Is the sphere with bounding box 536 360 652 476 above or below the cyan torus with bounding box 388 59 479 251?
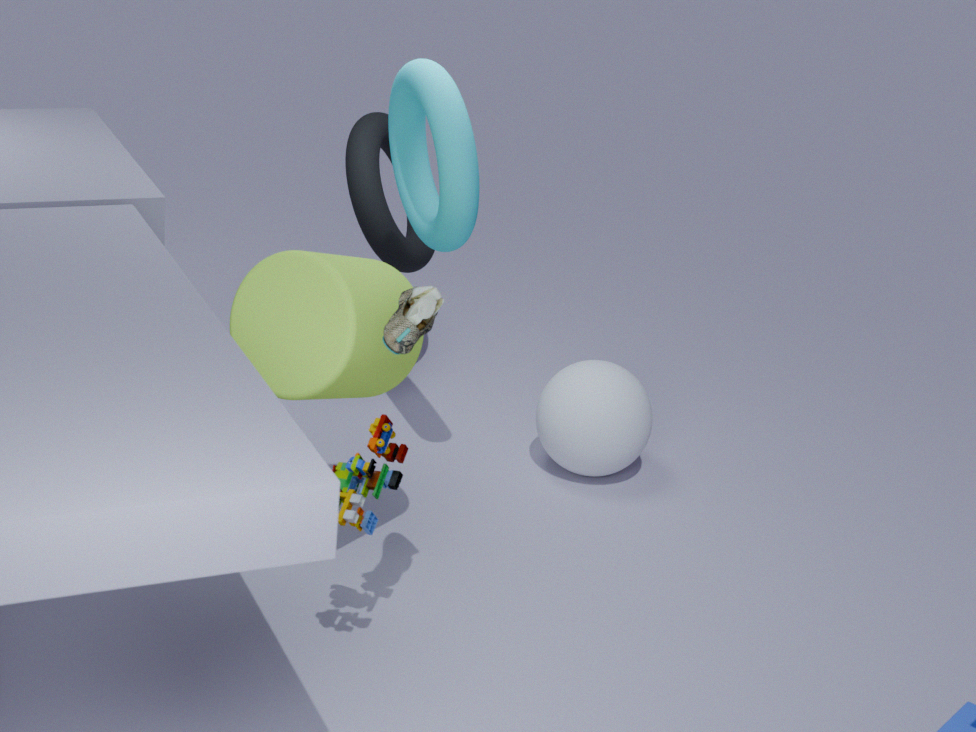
below
